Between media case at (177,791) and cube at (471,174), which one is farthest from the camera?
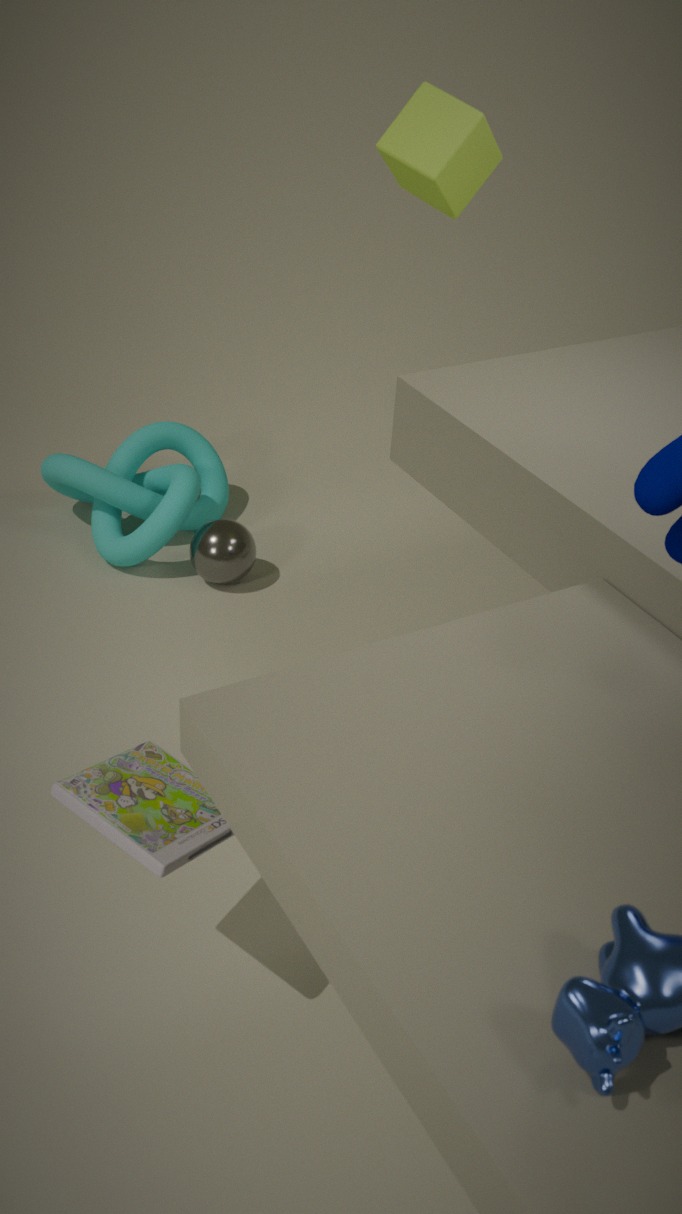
cube at (471,174)
